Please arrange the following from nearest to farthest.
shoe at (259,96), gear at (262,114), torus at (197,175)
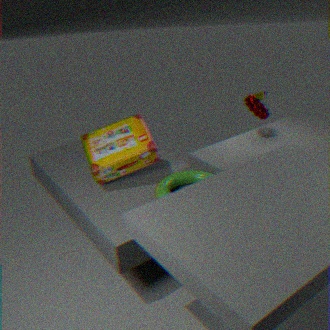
torus at (197,175) → gear at (262,114) → shoe at (259,96)
